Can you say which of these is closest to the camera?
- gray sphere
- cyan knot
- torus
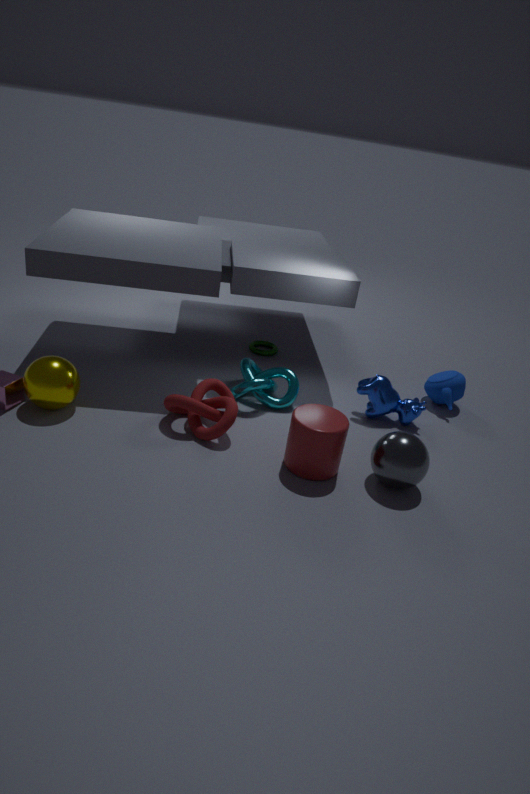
gray sphere
